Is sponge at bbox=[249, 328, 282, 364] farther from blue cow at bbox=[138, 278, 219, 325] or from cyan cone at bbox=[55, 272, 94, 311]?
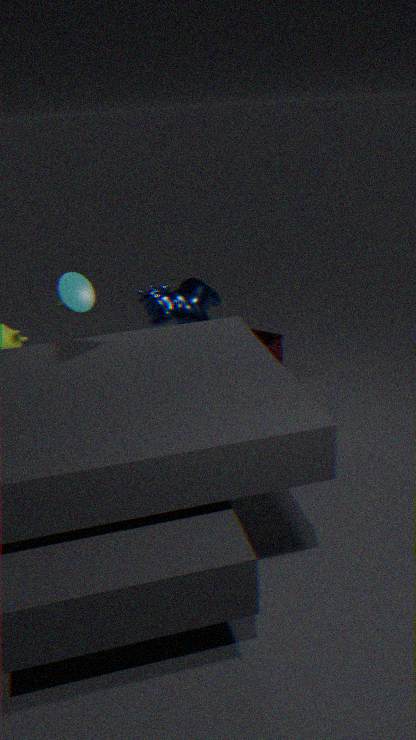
cyan cone at bbox=[55, 272, 94, 311]
